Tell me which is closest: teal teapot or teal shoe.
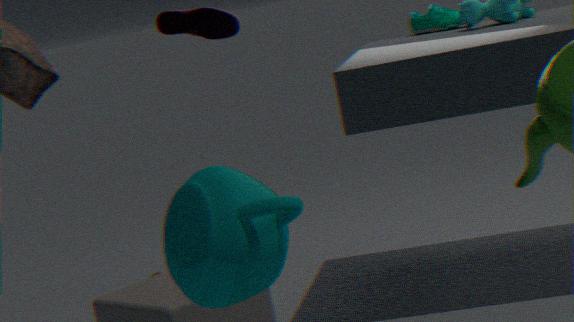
teal teapot
